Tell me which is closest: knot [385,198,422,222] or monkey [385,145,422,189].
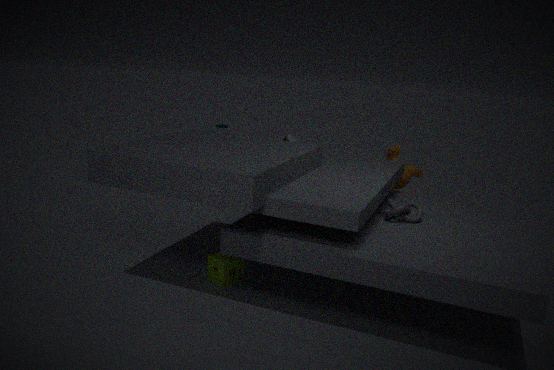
knot [385,198,422,222]
